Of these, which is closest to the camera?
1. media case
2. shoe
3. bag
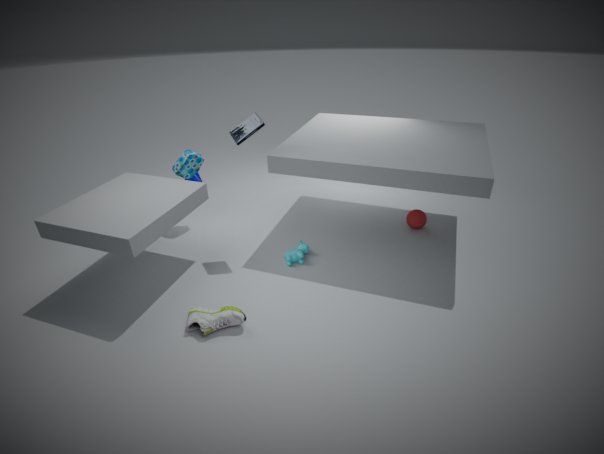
shoe
